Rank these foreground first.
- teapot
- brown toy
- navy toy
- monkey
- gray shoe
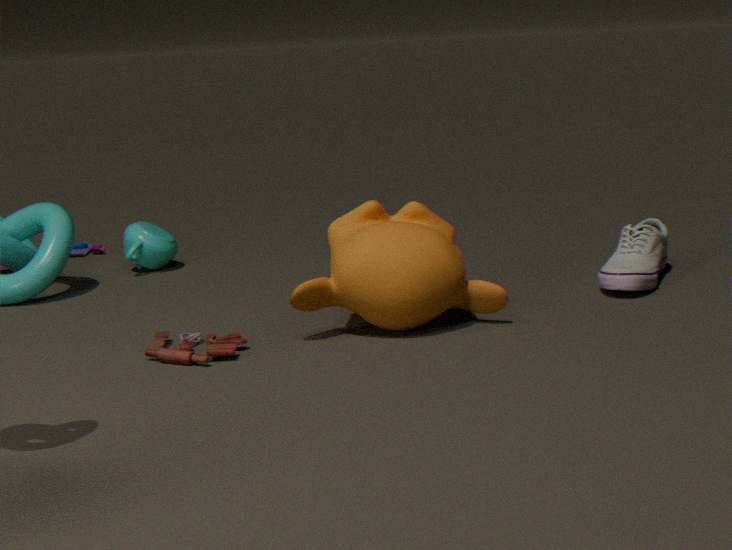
brown toy, monkey, gray shoe, teapot, navy toy
